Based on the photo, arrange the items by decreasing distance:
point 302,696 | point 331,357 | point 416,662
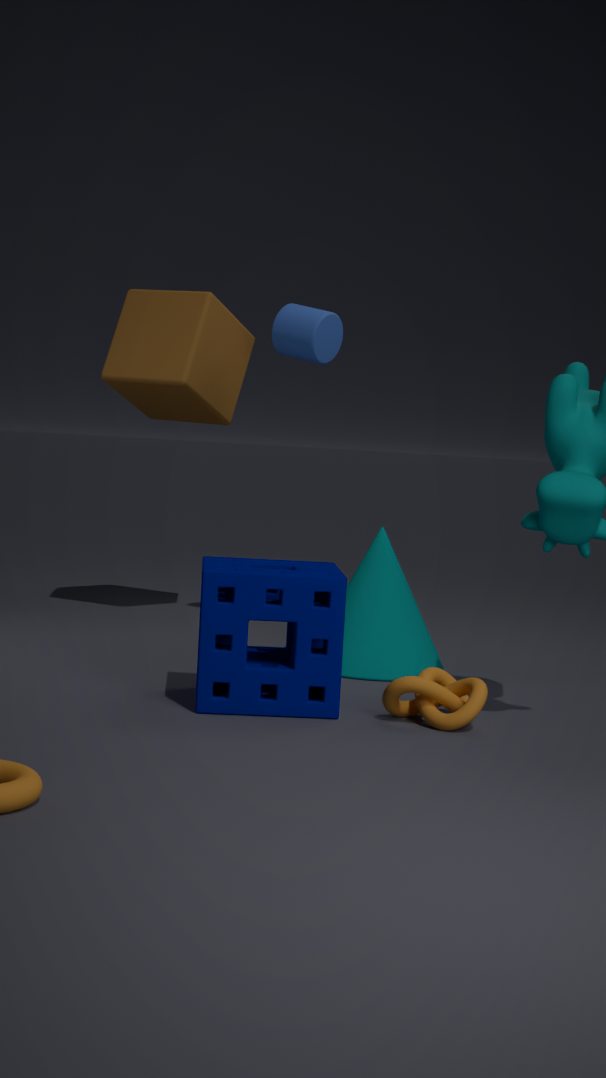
1. point 331,357
2. point 416,662
3. point 302,696
